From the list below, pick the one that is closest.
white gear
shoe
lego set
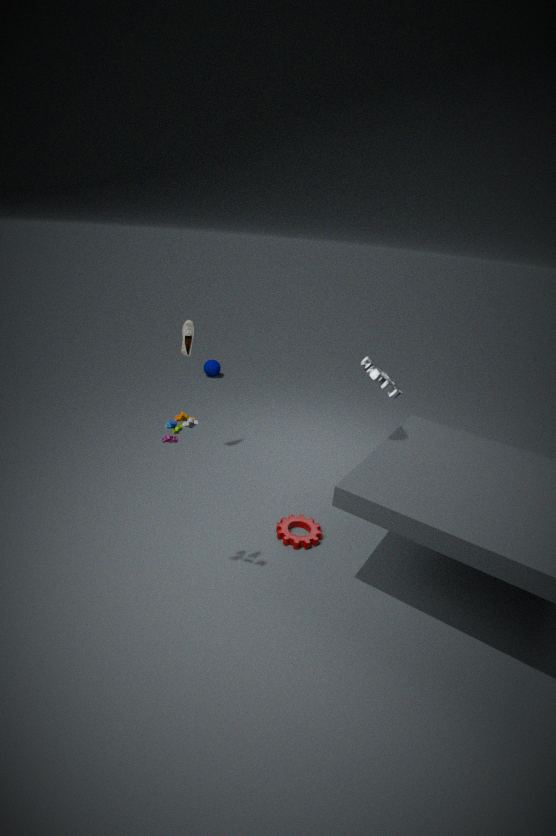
lego set
